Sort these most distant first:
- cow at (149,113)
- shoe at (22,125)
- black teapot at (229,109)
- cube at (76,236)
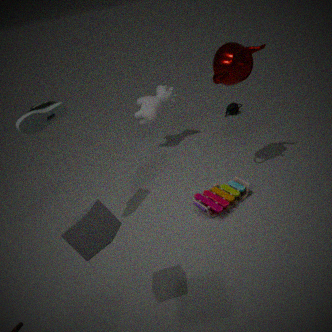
black teapot at (229,109)
cow at (149,113)
shoe at (22,125)
cube at (76,236)
